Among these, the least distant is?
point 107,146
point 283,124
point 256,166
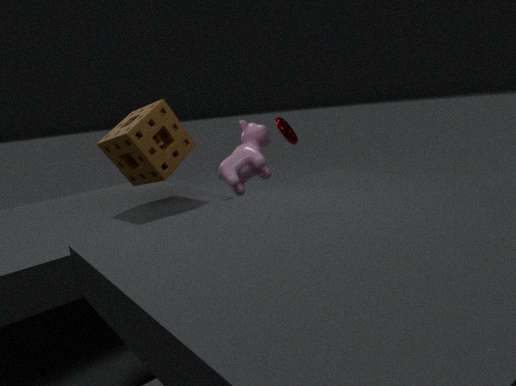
point 256,166
